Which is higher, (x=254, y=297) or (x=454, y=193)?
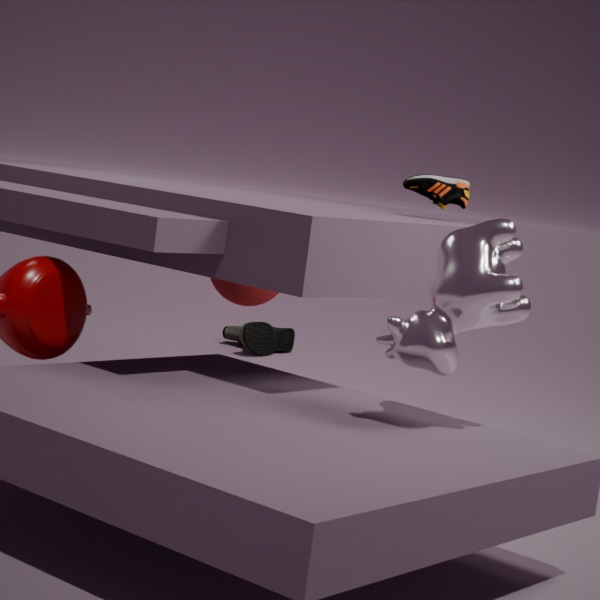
(x=454, y=193)
